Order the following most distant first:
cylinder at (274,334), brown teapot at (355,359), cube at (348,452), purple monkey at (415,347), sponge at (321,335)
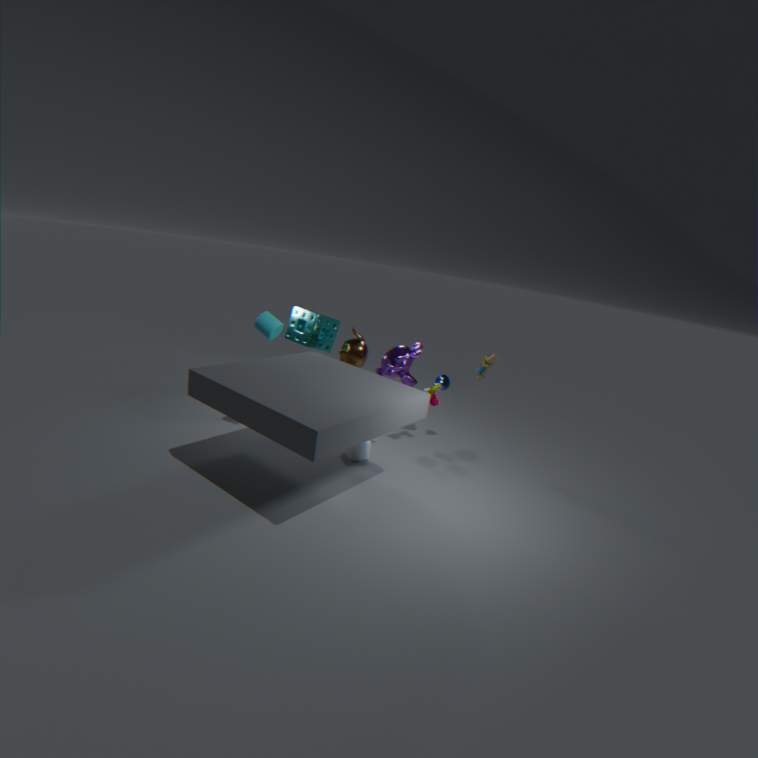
sponge at (321,335) < brown teapot at (355,359) < cube at (348,452) < purple monkey at (415,347) < cylinder at (274,334)
